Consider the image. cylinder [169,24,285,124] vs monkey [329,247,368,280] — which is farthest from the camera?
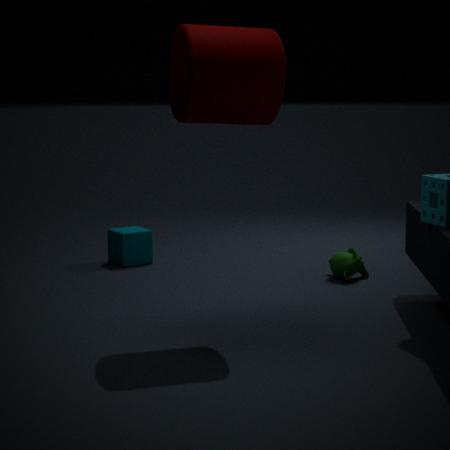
monkey [329,247,368,280]
